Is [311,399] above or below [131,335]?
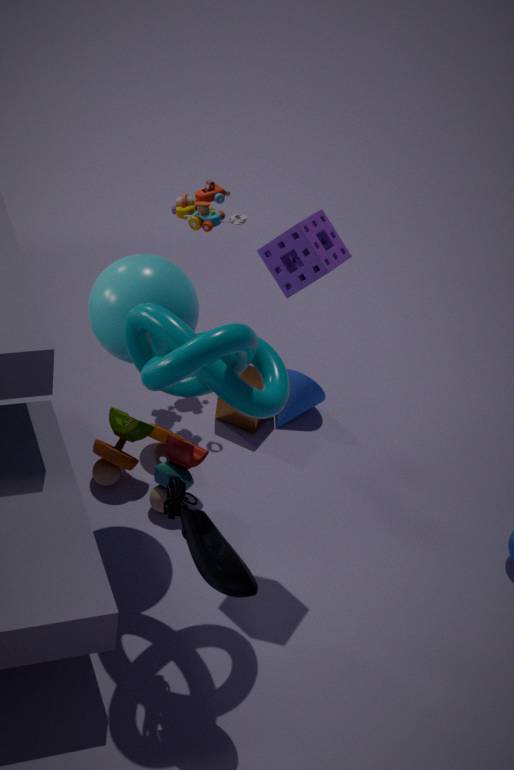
below
